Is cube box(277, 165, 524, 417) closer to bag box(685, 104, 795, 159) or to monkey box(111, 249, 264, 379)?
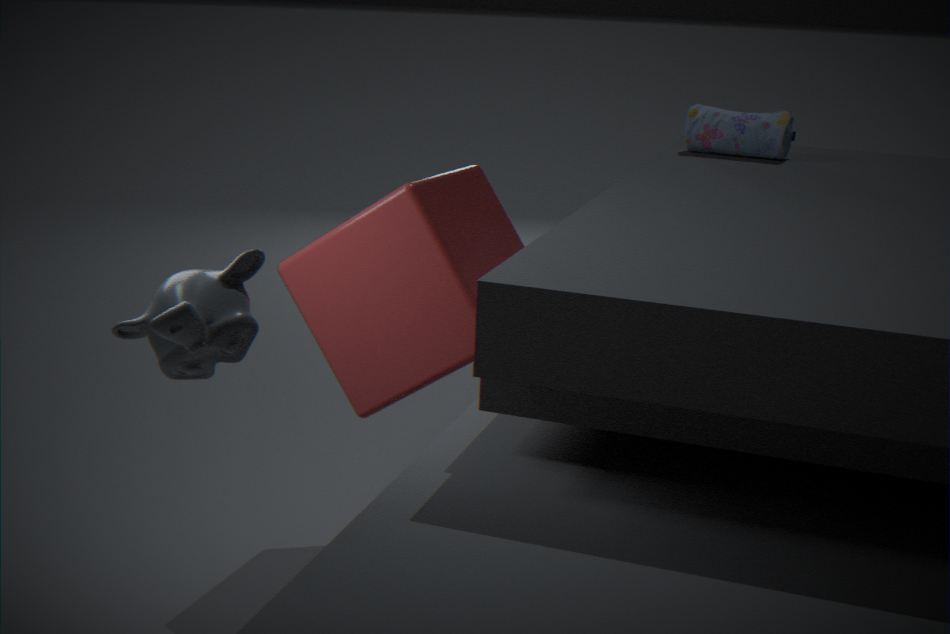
monkey box(111, 249, 264, 379)
